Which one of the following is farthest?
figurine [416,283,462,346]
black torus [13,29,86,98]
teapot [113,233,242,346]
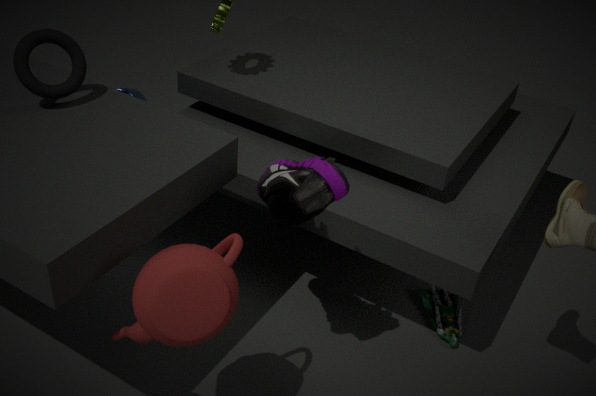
figurine [416,283,462,346]
